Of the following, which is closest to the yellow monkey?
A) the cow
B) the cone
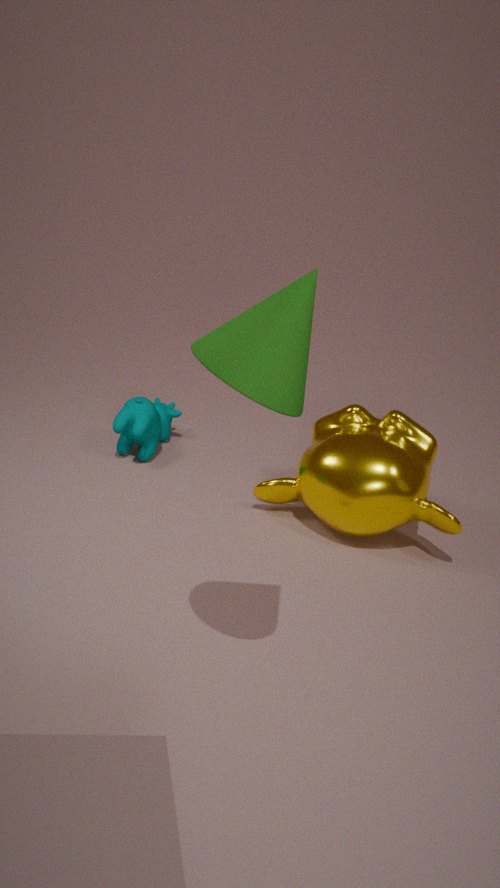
the cow
